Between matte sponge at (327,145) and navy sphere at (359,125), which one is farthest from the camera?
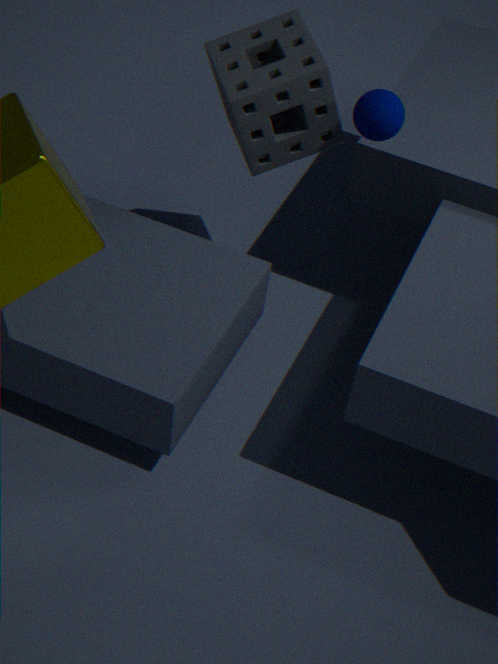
navy sphere at (359,125)
